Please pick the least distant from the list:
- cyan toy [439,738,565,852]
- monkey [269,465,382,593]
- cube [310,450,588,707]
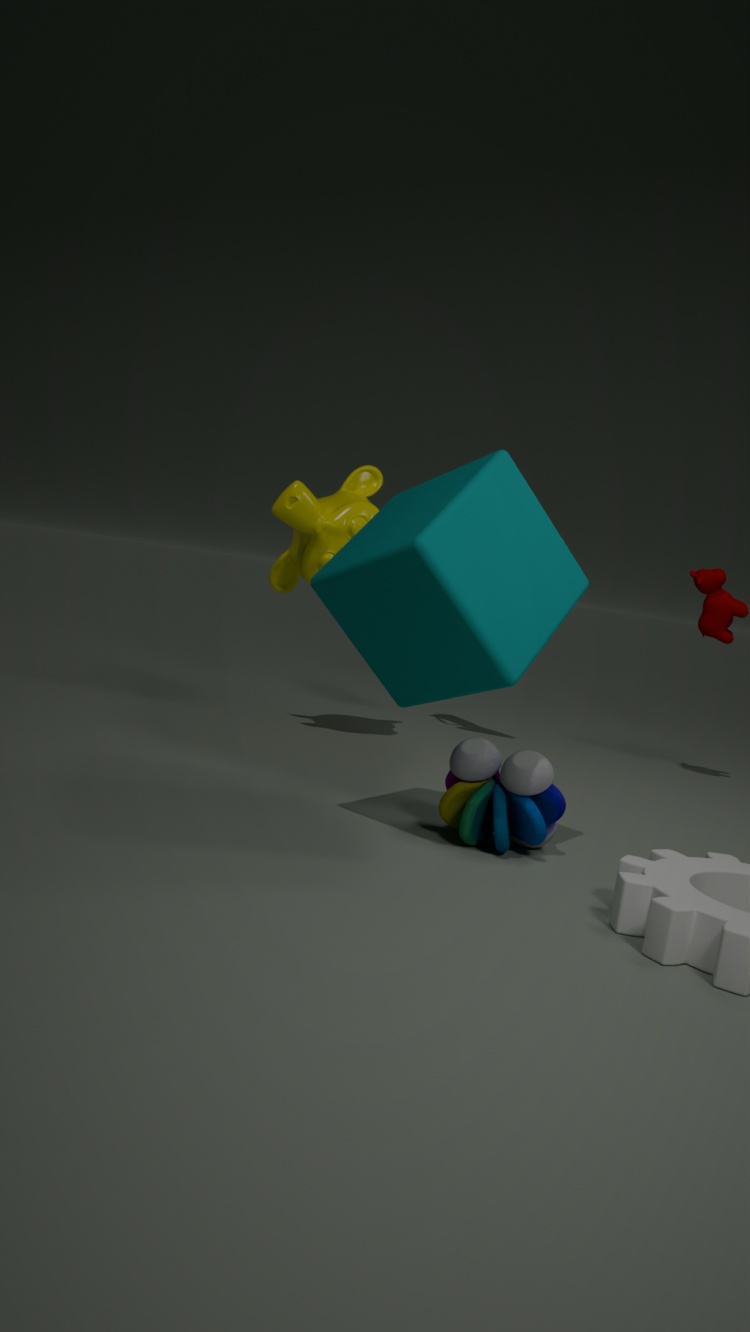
cube [310,450,588,707]
